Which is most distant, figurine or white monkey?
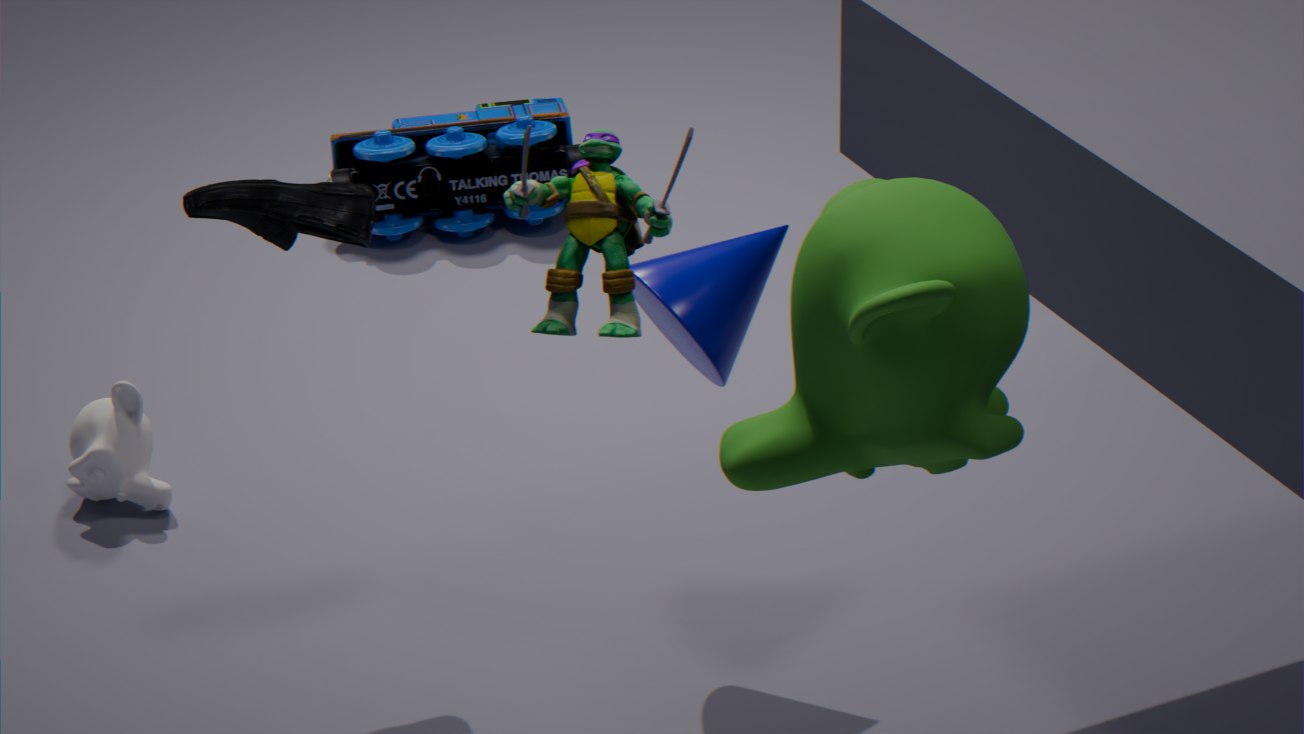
white monkey
